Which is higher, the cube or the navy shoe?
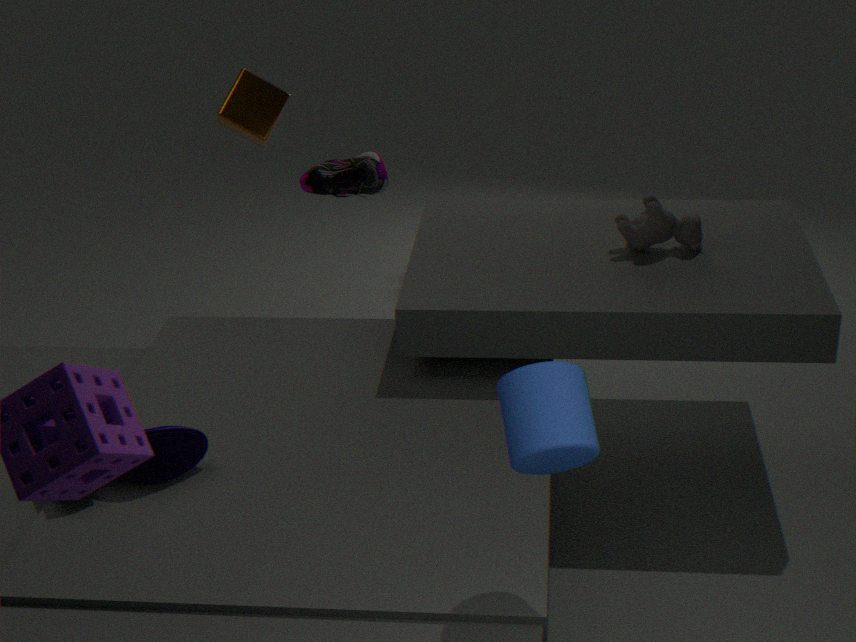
the cube
